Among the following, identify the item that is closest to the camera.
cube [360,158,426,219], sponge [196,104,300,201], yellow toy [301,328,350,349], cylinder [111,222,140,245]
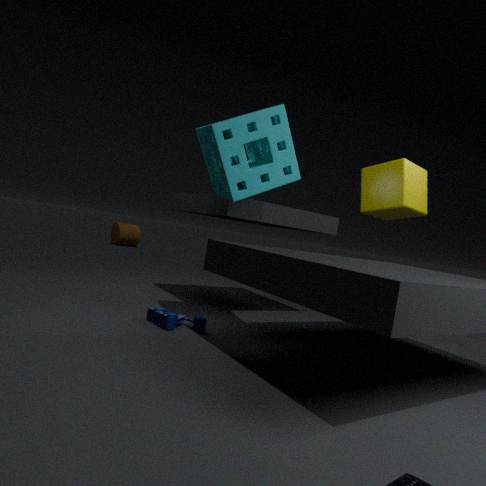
sponge [196,104,300,201]
